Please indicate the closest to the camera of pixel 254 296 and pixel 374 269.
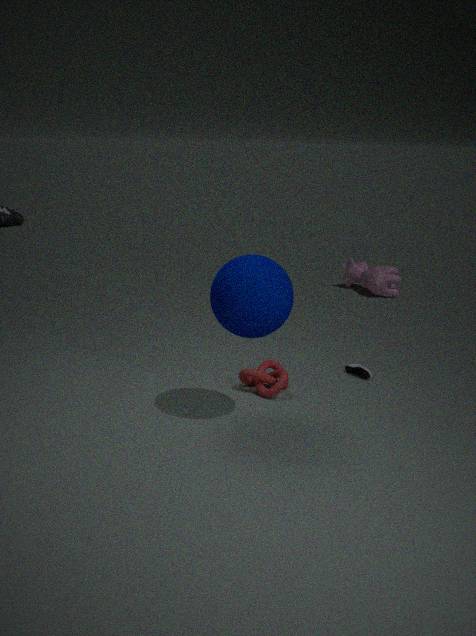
pixel 254 296
